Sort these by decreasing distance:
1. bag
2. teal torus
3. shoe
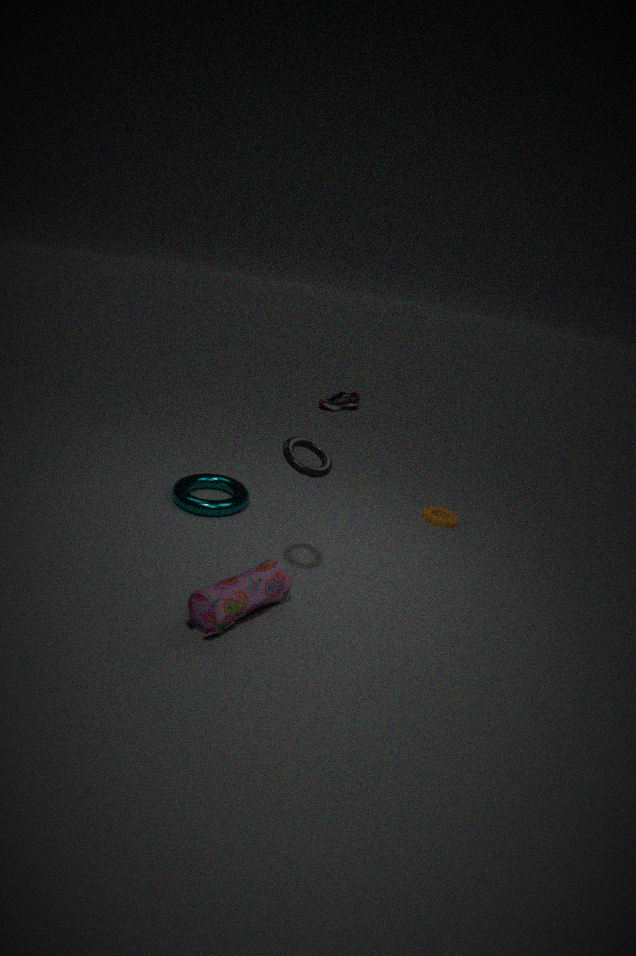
shoe < teal torus < bag
